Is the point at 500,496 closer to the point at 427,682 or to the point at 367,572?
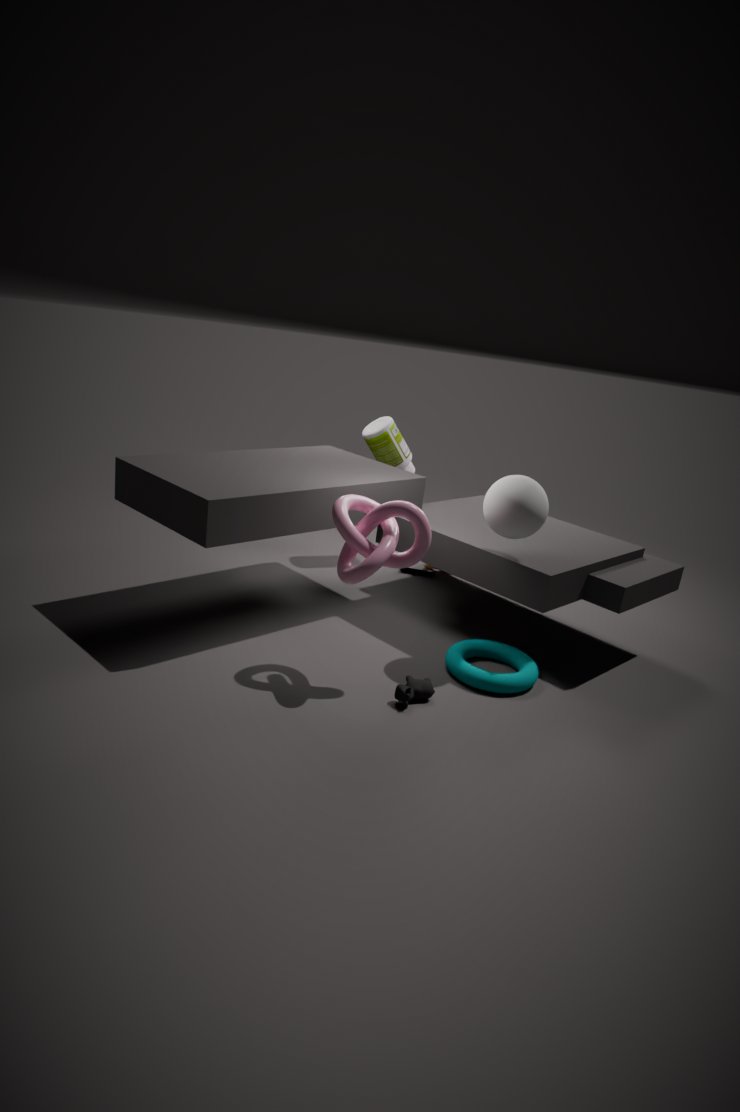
the point at 367,572
